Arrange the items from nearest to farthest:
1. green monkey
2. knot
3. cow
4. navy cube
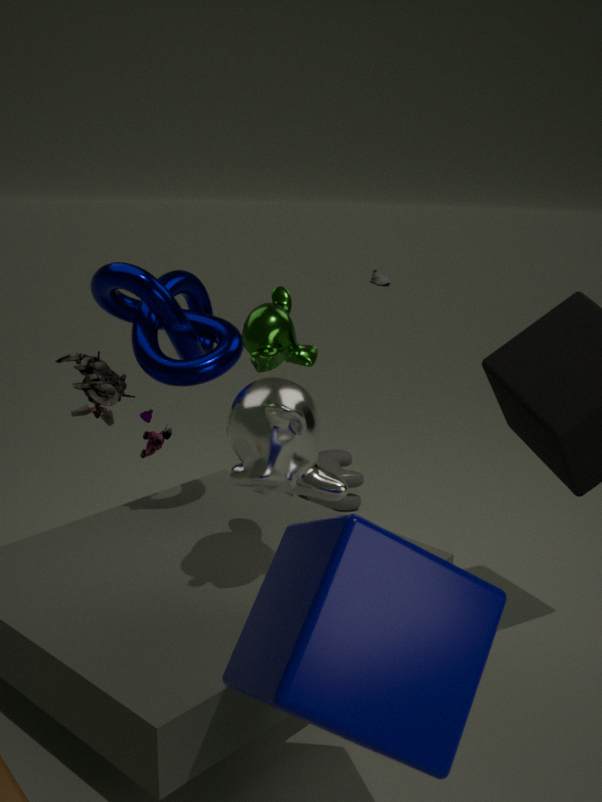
1. navy cube
2. green monkey
3. knot
4. cow
